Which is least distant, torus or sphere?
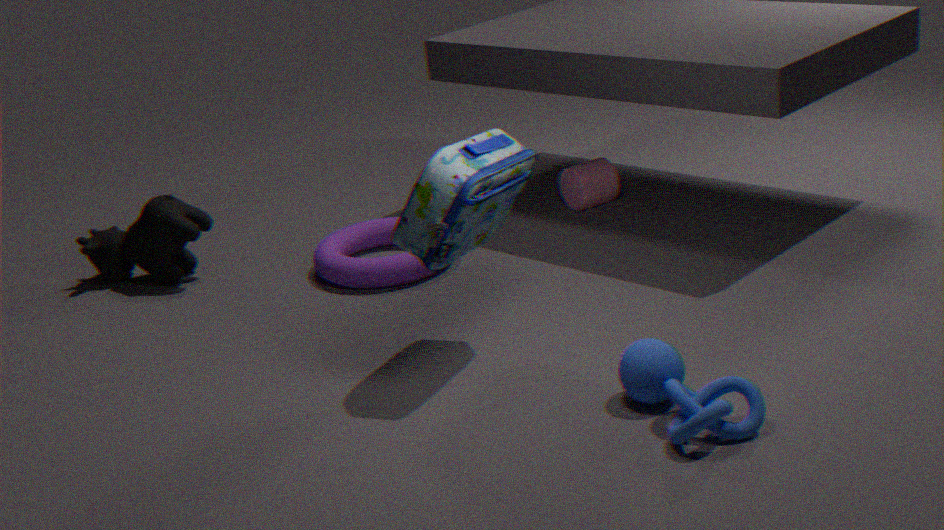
sphere
